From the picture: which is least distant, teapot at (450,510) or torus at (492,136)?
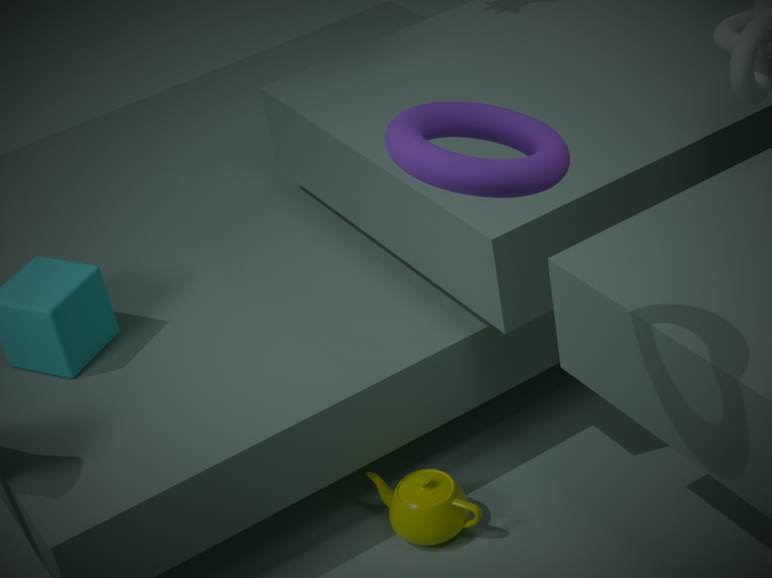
torus at (492,136)
